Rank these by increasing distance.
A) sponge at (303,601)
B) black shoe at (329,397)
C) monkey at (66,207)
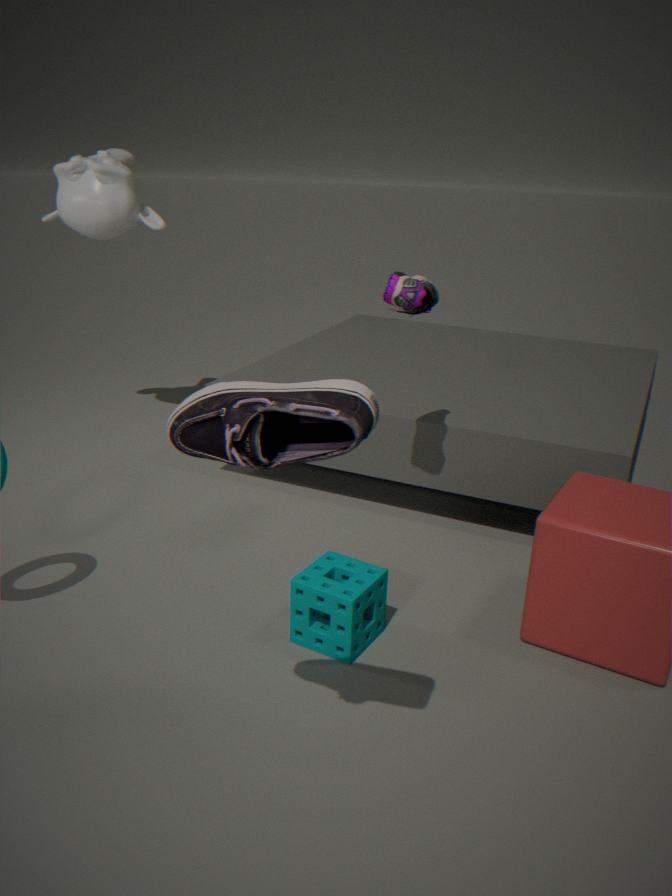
1. black shoe at (329,397)
2. sponge at (303,601)
3. monkey at (66,207)
